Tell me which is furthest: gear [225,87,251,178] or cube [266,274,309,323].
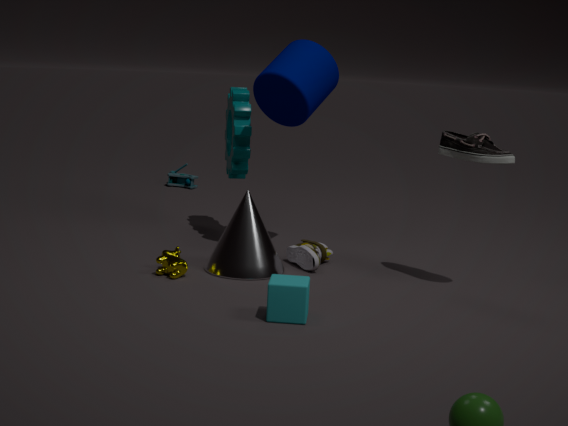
gear [225,87,251,178]
